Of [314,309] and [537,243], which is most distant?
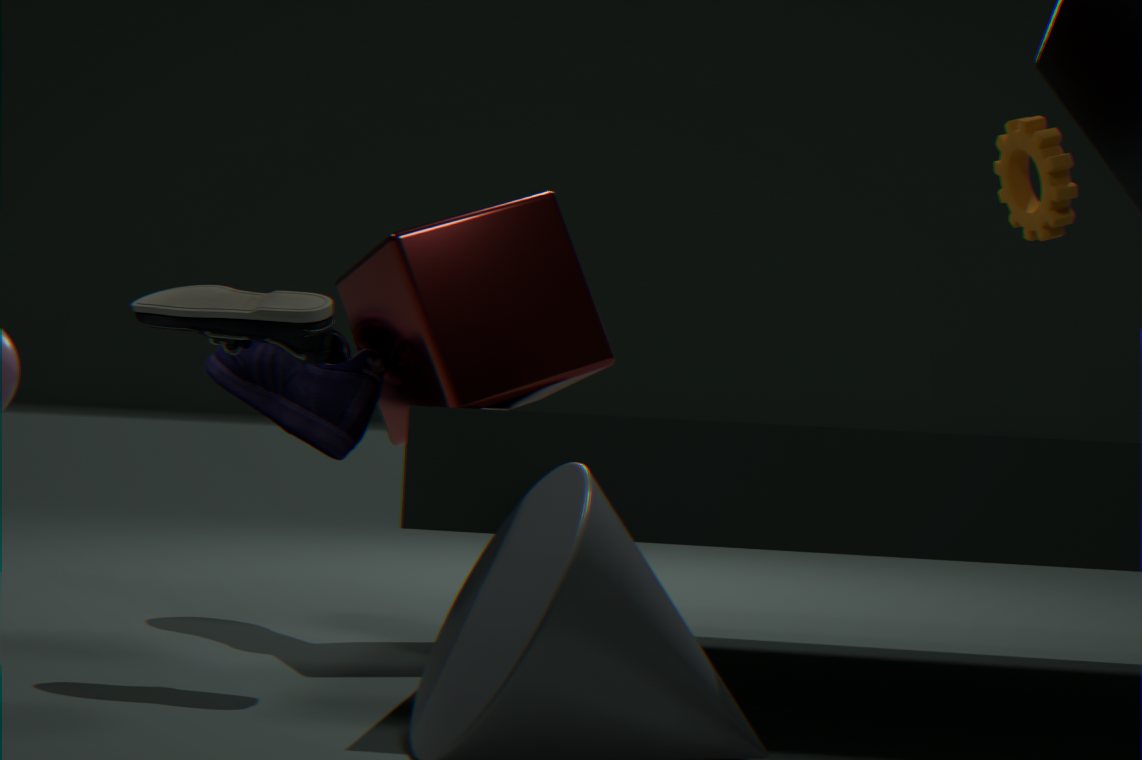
[537,243]
